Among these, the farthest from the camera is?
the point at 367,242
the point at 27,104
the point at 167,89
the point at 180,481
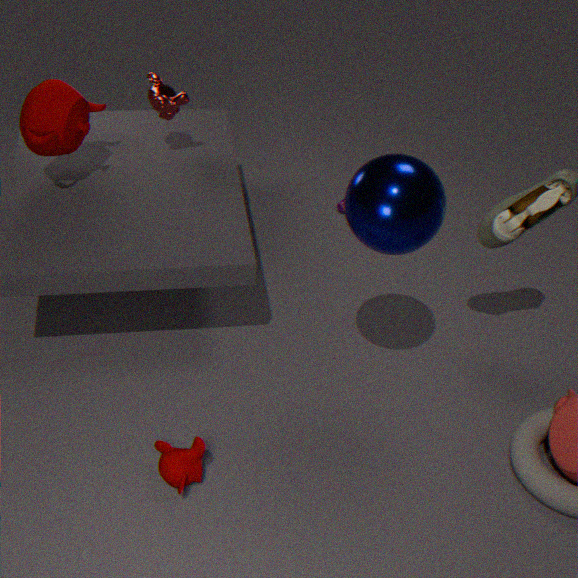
the point at 167,89
